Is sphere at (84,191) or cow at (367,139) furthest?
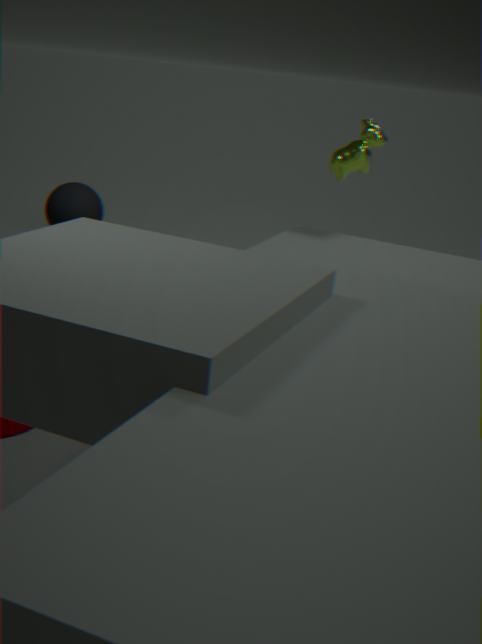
sphere at (84,191)
